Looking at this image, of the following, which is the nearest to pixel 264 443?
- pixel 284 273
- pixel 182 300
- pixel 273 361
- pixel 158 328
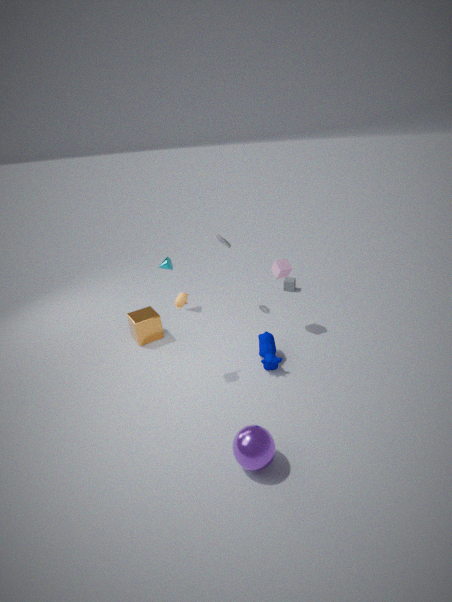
pixel 273 361
